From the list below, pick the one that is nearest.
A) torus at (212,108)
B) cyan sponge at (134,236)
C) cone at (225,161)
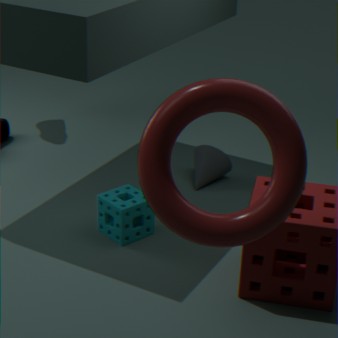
torus at (212,108)
